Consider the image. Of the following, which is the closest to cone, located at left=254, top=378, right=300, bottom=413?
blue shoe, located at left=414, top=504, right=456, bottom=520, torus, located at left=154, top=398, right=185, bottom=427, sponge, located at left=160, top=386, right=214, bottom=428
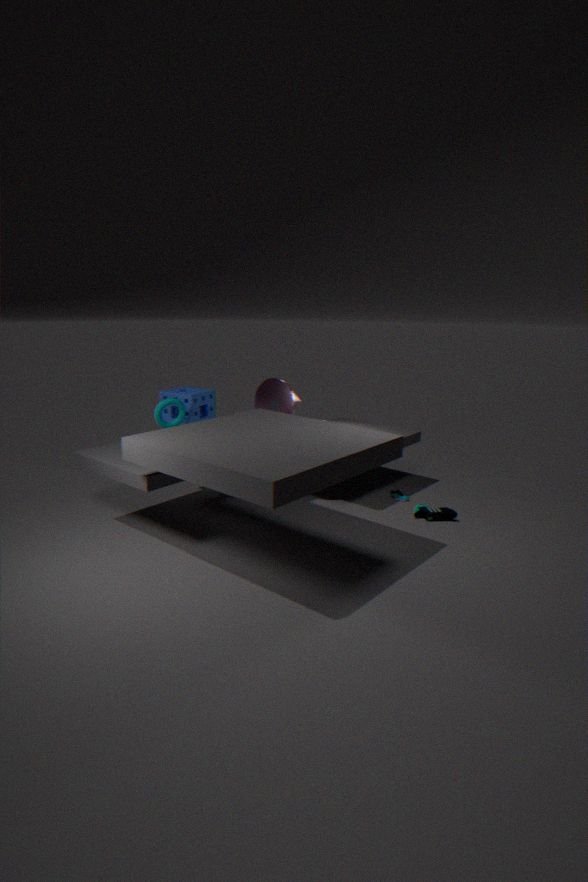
sponge, located at left=160, top=386, right=214, bottom=428
